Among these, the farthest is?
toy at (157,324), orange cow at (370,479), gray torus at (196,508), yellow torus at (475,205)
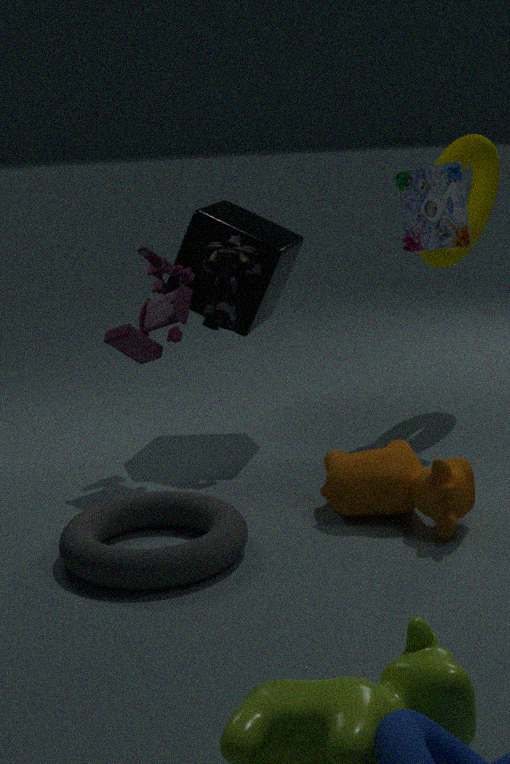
yellow torus at (475,205)
